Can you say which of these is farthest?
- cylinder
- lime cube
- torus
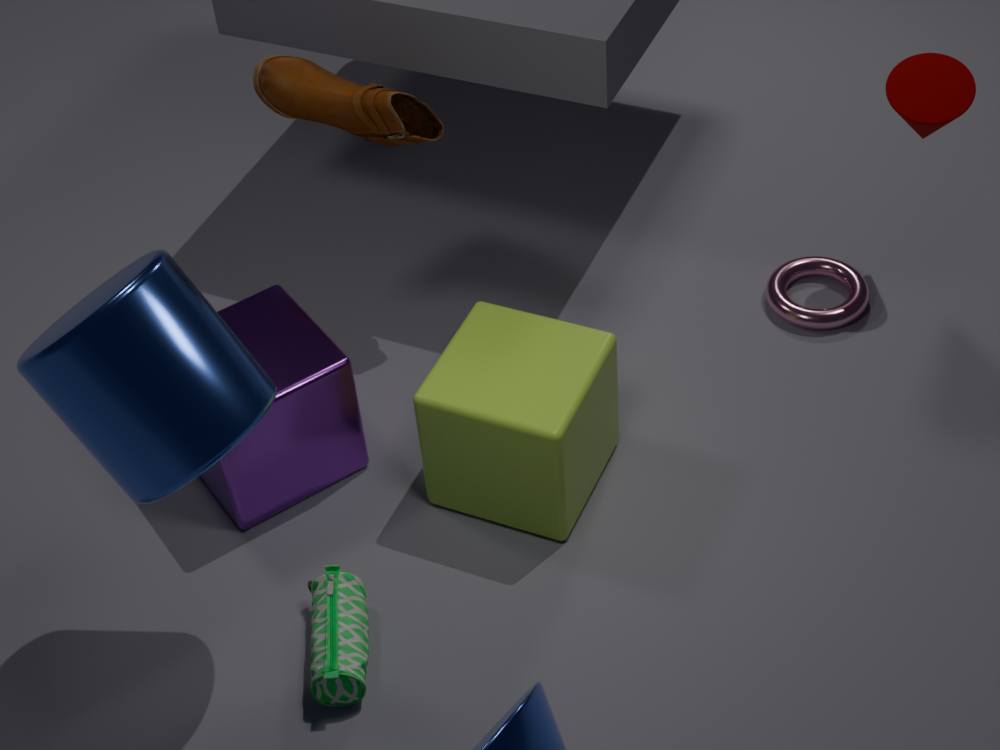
torus
